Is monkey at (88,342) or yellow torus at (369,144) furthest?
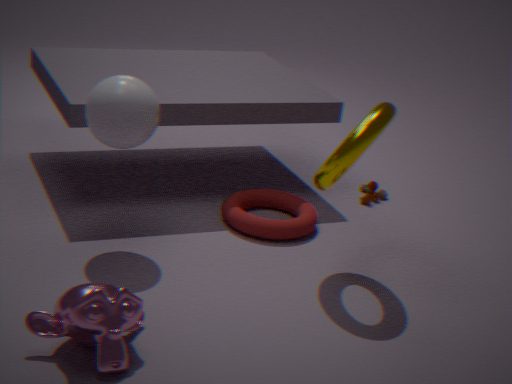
yellow torus at (369,144)
